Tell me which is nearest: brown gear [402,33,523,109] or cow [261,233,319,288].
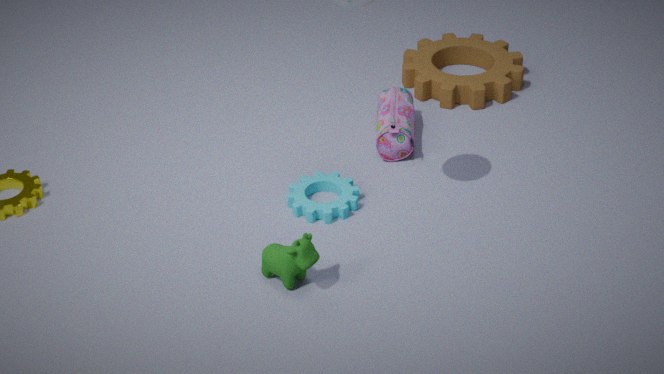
cow [261,233,319,288]
